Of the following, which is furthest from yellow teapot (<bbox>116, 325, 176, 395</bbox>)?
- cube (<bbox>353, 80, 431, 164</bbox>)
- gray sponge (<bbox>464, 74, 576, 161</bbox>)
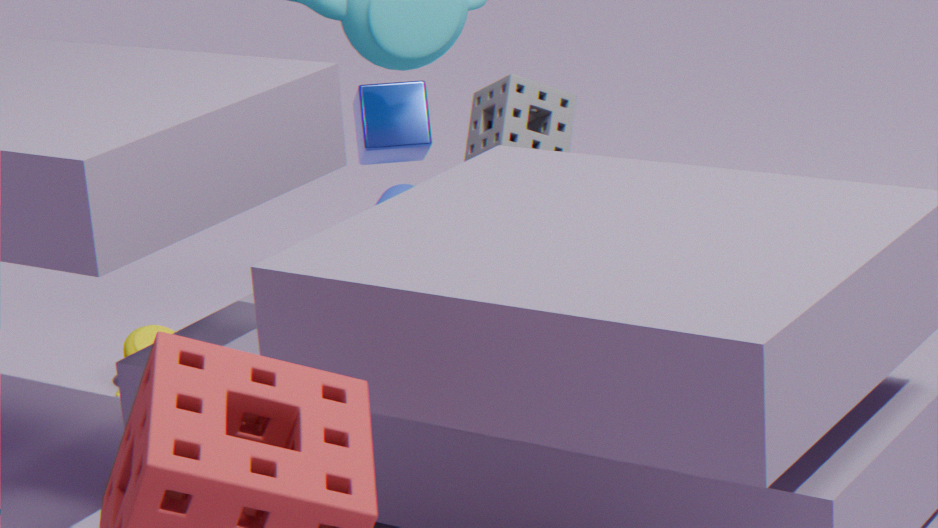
gray sponge (<bbox>464, 74, 576, 161</bbox>)
